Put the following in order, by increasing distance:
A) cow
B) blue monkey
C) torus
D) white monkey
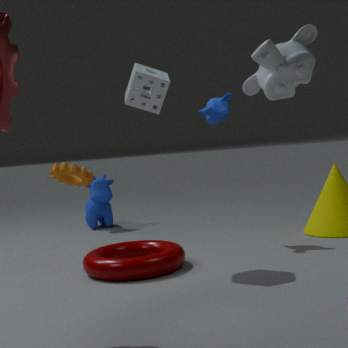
white monkey, torus, blue monkey, cow
